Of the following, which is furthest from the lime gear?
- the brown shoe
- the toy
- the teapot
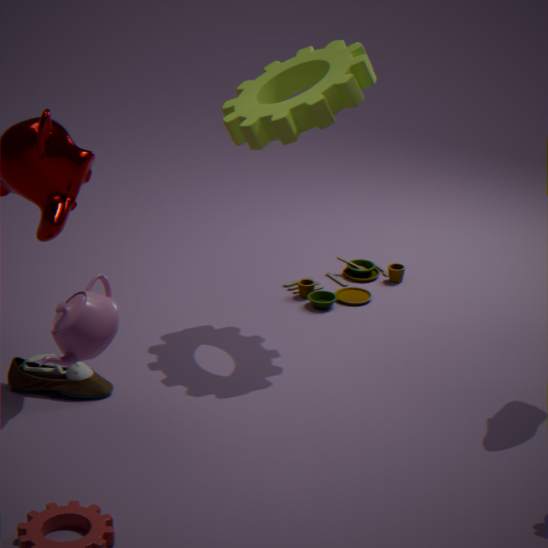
the teapot
